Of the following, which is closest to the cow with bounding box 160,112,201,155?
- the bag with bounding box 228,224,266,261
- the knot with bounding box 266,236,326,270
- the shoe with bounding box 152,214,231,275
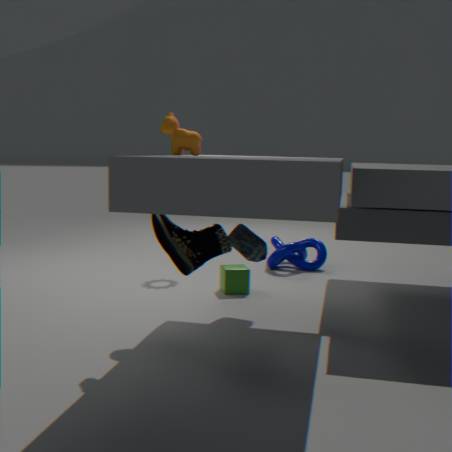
the shoe with bounding box 152,214,231,275
